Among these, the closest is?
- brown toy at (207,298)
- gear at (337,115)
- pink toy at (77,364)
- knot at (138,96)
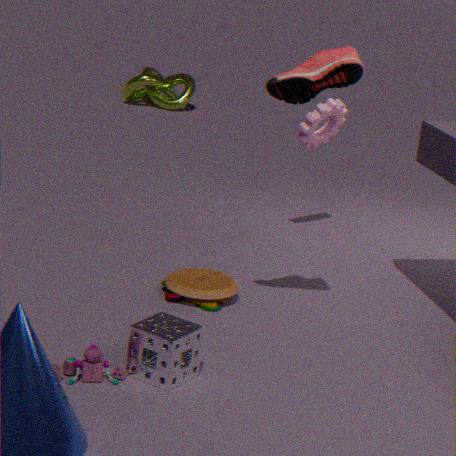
pink toy at (77,364)
